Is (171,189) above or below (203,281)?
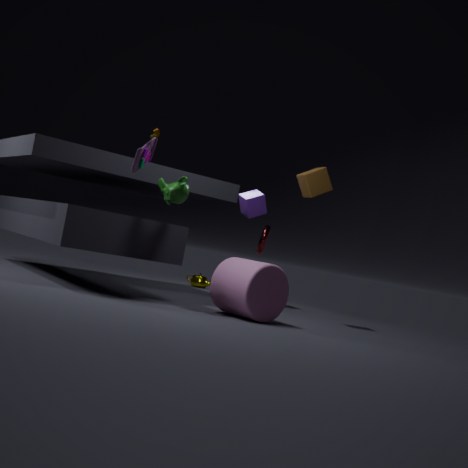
above
